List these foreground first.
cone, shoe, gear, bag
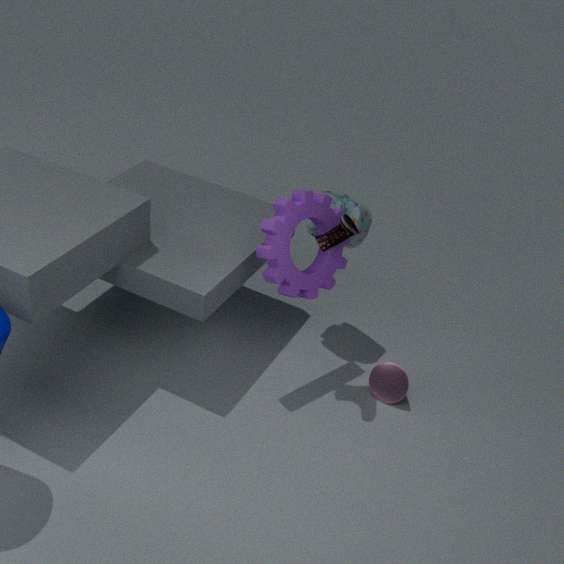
1. shoe
2. gear
3. cone
4. bag
